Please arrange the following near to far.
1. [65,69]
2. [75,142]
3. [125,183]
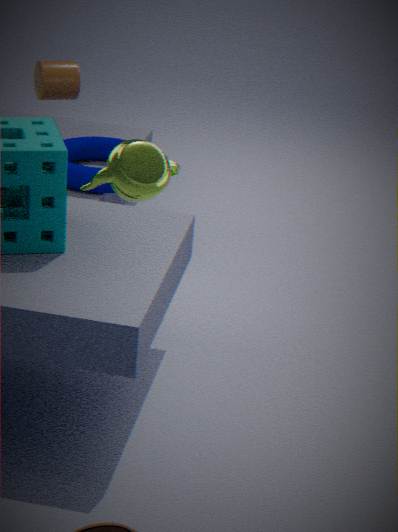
[125,183] → [75,142] → [65,69]
